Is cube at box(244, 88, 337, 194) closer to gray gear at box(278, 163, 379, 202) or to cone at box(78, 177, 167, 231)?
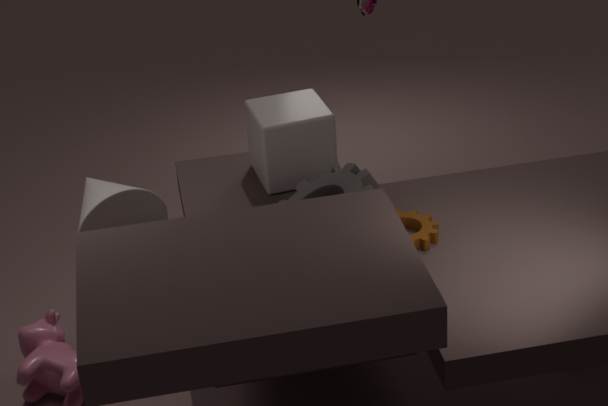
gray gear at box(278, 163, 379, 202)
